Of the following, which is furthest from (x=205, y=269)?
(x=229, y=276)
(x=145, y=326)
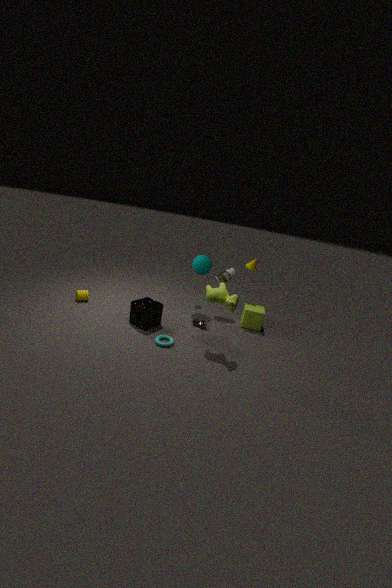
(x=145, y=326)
